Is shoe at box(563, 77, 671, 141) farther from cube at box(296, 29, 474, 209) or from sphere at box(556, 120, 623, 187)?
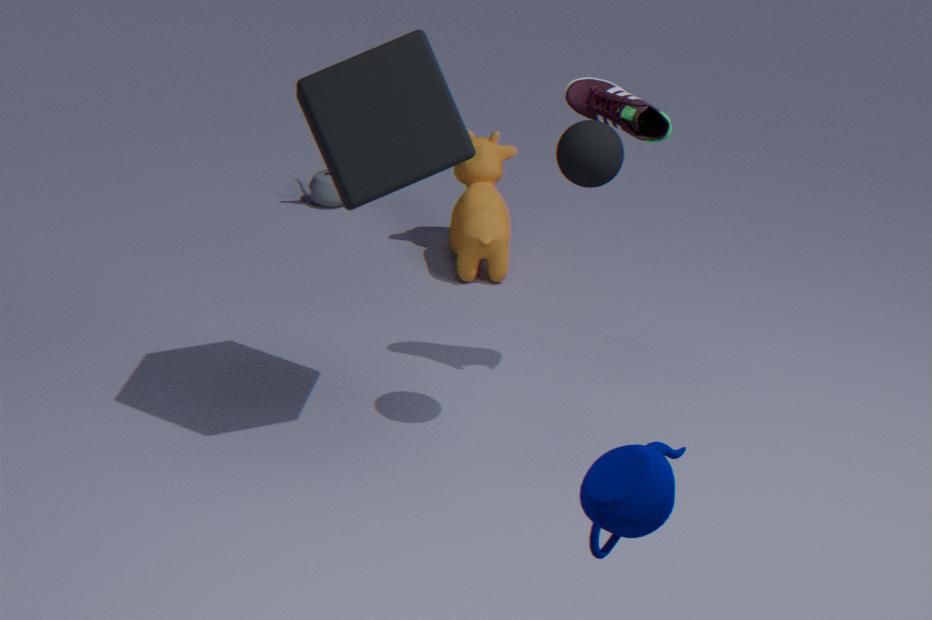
cube at box(296, 29, 474, 209)
